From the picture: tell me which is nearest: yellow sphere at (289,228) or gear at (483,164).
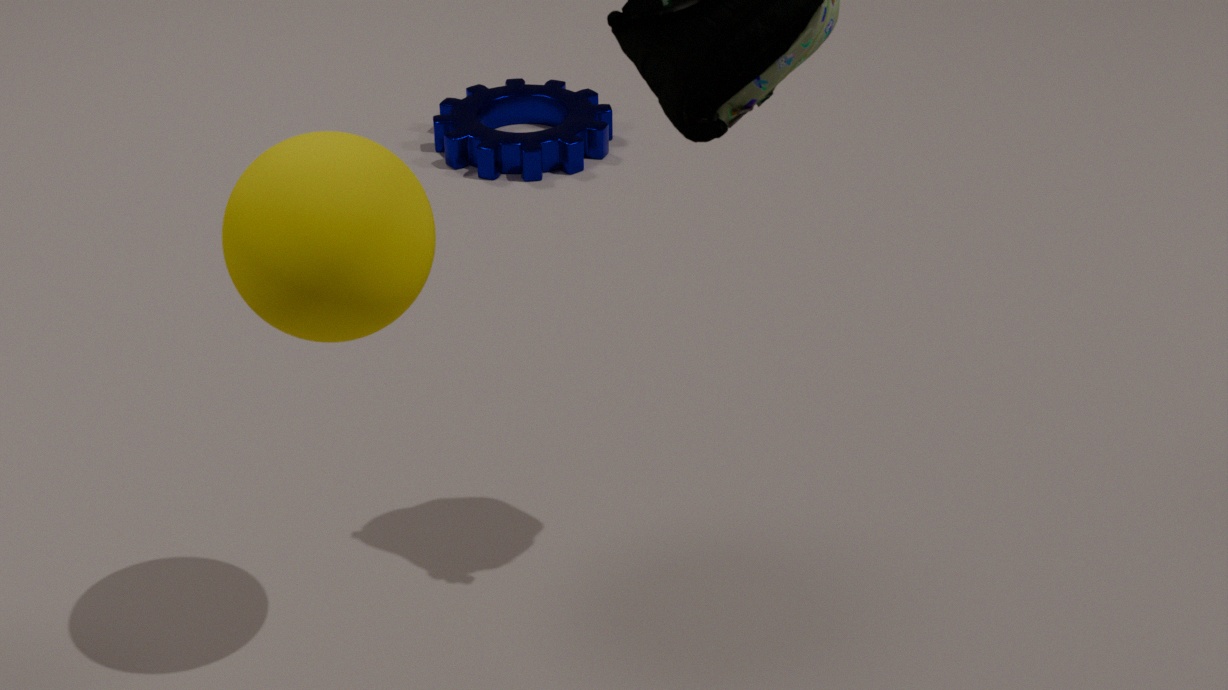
yellow sphere at (289,228)
